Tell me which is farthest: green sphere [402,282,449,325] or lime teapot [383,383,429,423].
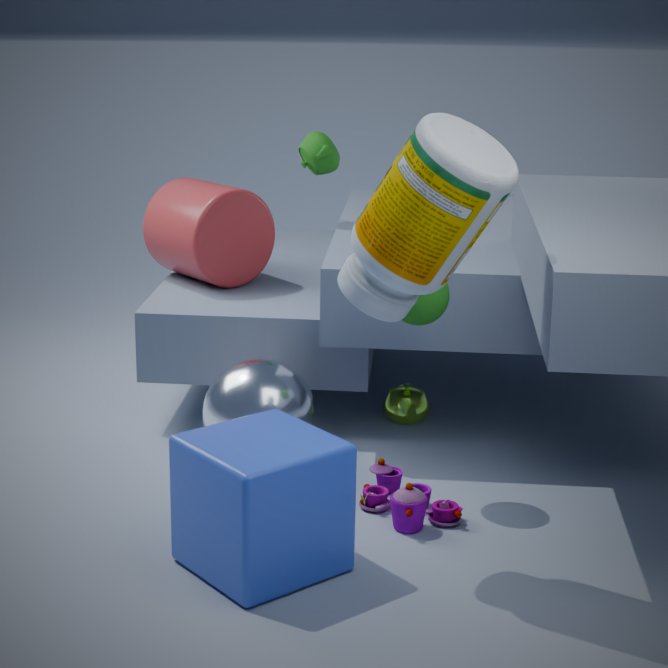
lime teapot [383,383,429,423]
